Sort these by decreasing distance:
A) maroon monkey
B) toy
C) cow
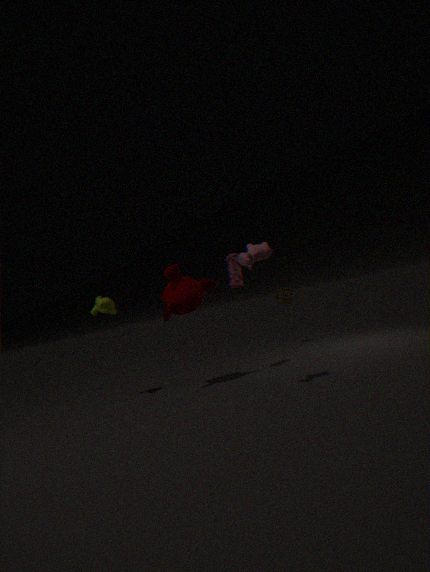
toy
maroon monkey
cow
